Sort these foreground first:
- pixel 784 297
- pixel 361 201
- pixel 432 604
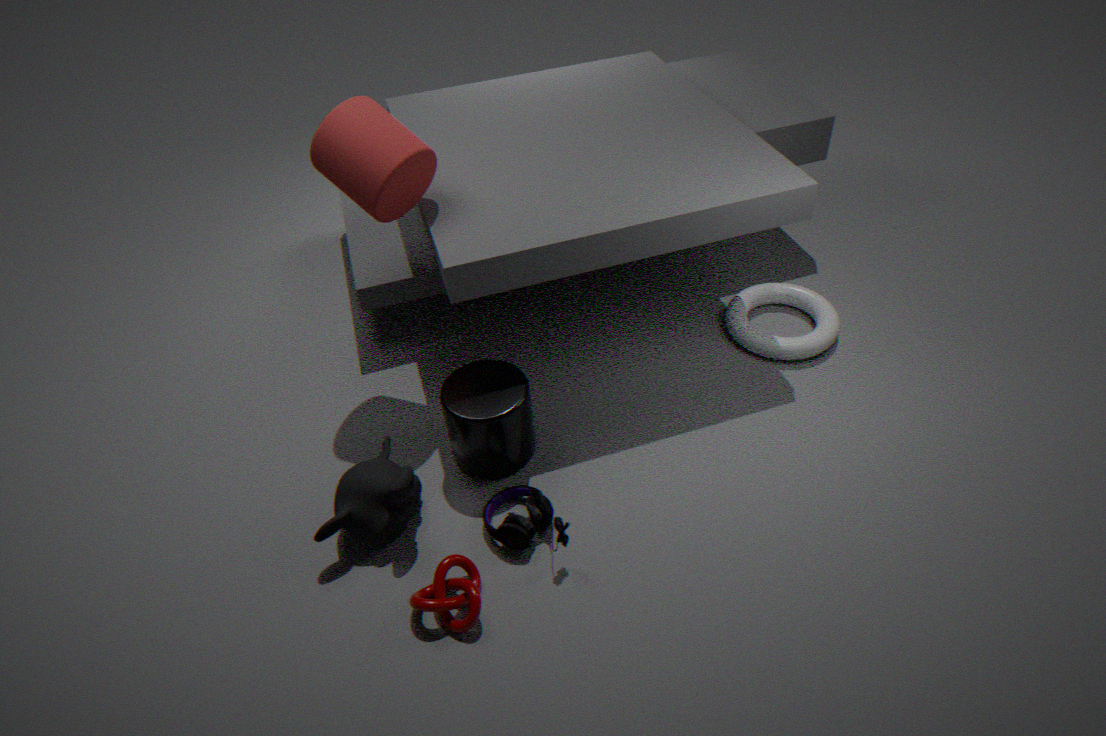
pixel 432 604
pixel 361 201
pixel 784 297
